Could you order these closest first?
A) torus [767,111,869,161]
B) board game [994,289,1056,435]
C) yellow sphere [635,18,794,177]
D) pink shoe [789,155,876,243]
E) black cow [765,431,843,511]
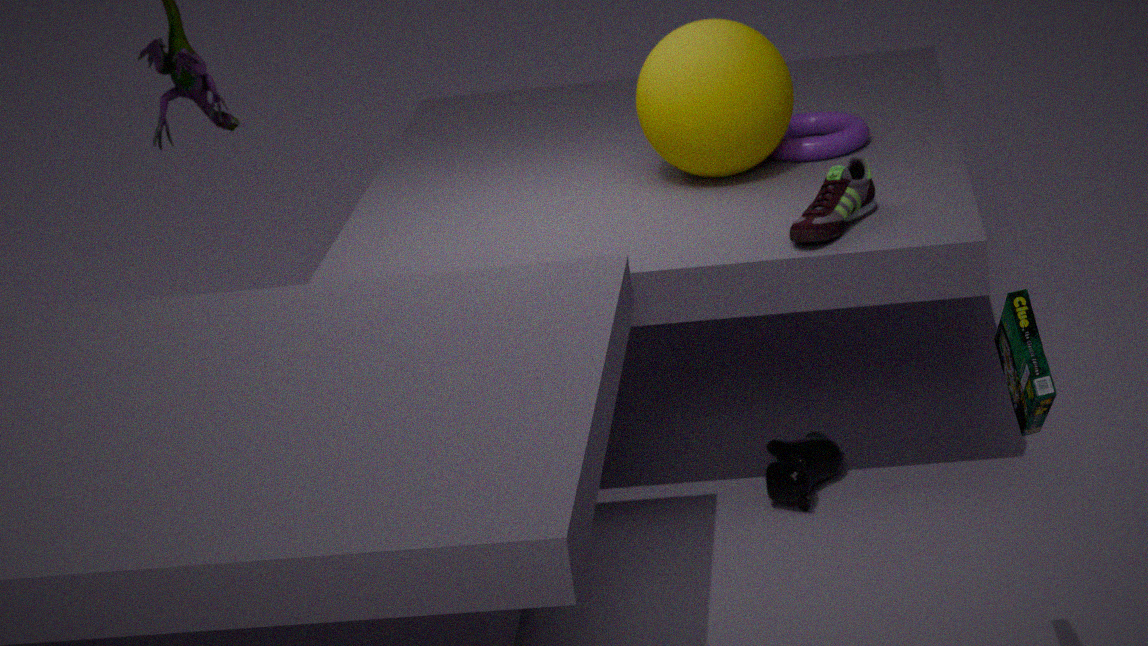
1. board game [994,289,1056,435]
2. pink shoe [789,155,876,243]
3. black cow [765,431,843,511]
4. yellow sphere [635,18,794,177]
5. torus [767,111,869,161]
